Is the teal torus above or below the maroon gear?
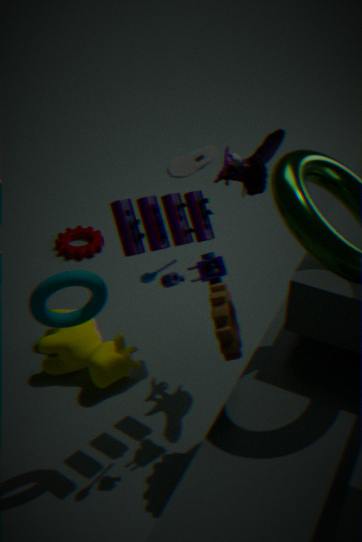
above
